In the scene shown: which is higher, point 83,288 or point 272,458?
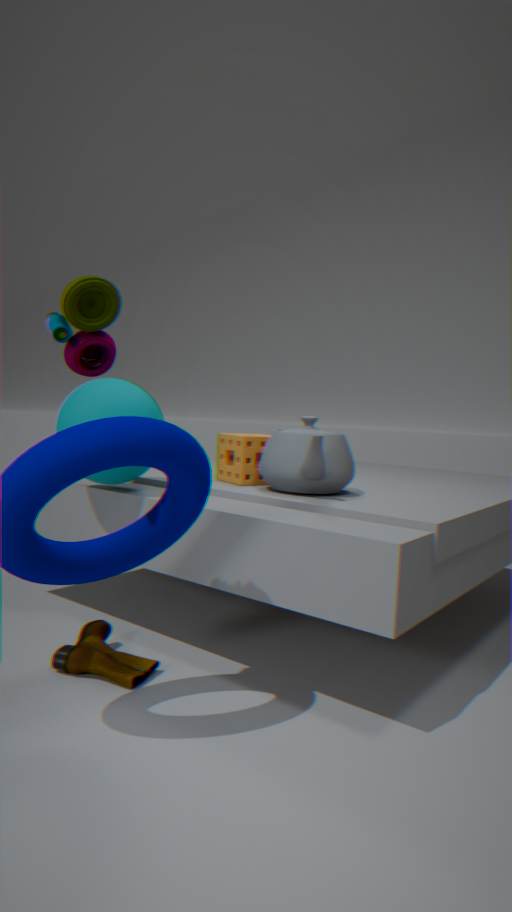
point 83,288
